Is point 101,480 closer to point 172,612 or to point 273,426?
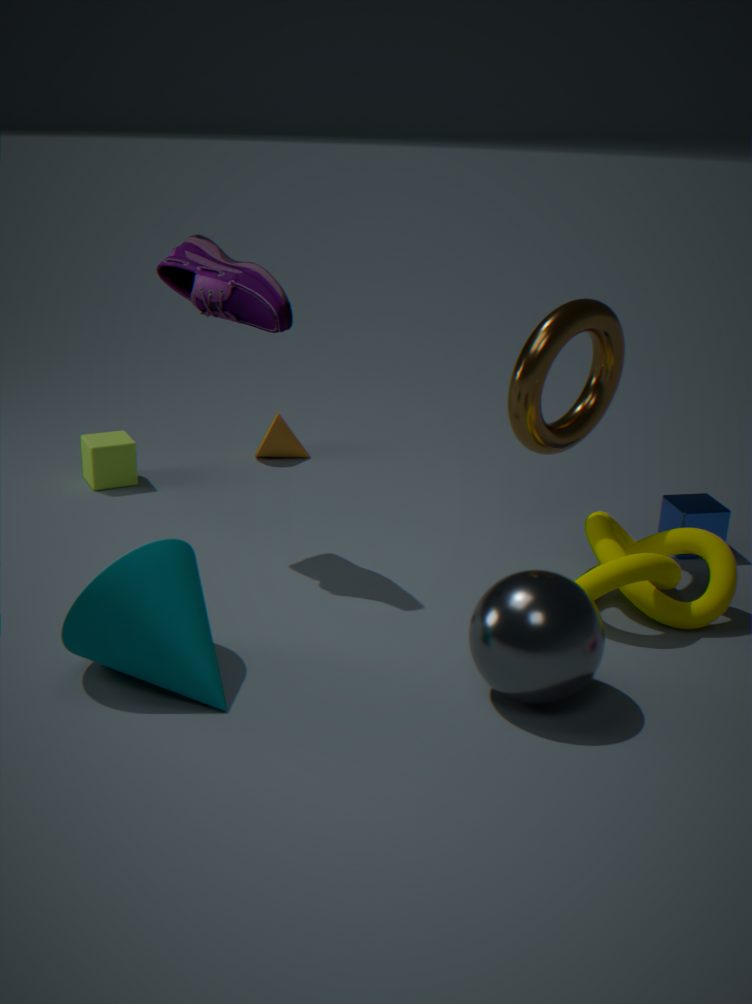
point 273,426
